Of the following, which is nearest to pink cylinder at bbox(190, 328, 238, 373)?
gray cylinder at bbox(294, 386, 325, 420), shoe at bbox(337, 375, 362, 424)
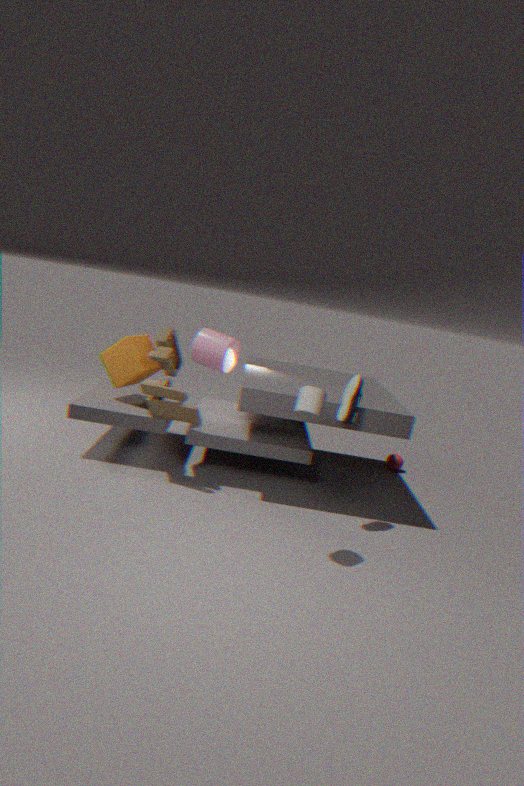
shoe at bbox(337, 375, 362, 424)
